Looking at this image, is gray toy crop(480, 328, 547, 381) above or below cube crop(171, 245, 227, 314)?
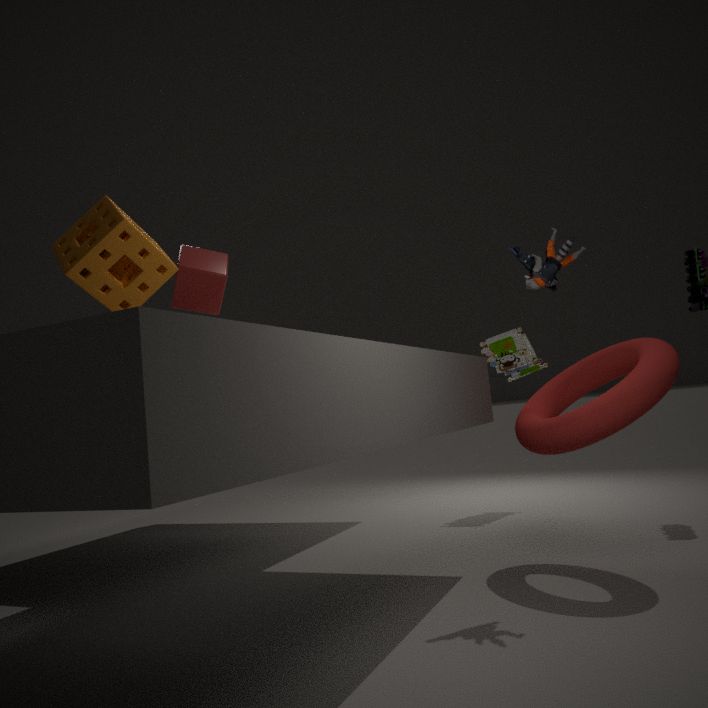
below
